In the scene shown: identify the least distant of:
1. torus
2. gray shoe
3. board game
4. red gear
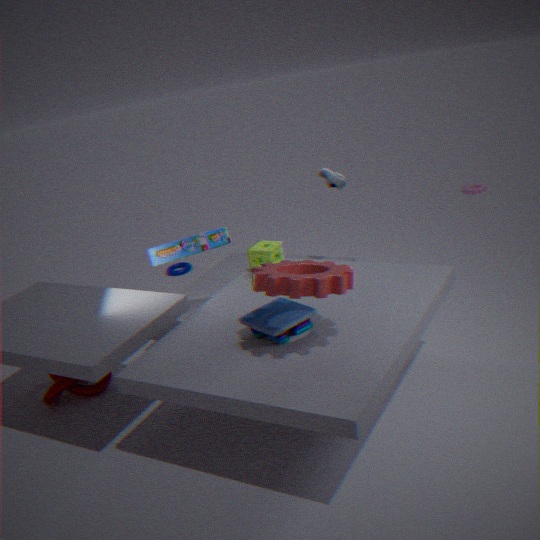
red gear
